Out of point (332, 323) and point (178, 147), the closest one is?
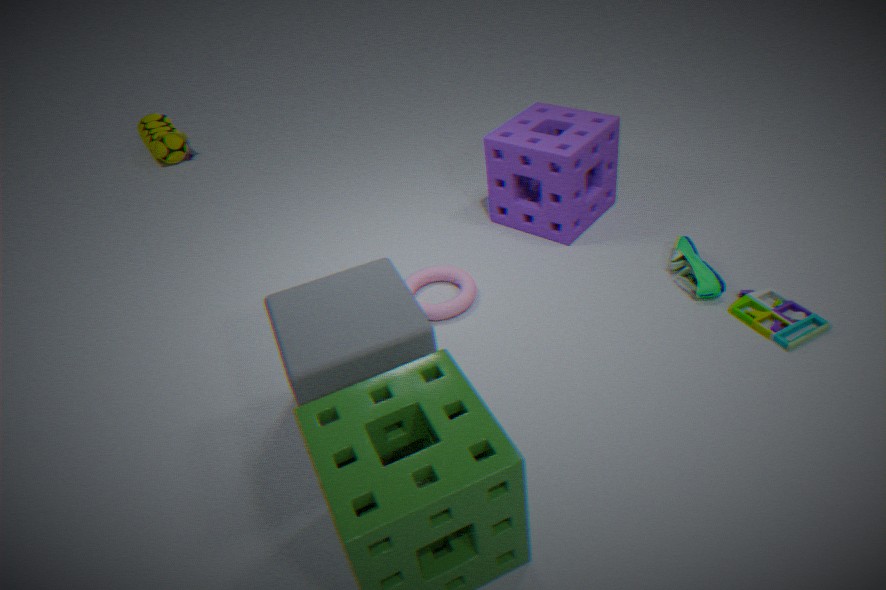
point (332, 323)
